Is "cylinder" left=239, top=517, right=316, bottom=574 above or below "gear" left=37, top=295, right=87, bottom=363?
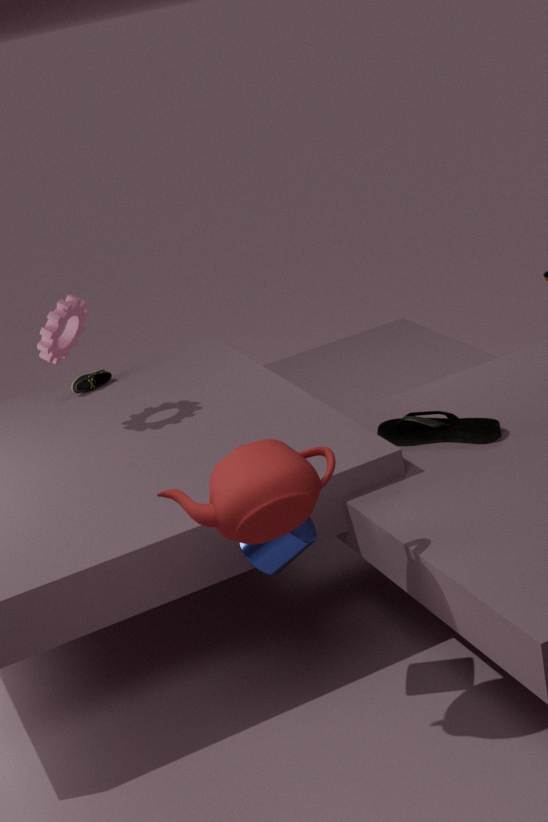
below
